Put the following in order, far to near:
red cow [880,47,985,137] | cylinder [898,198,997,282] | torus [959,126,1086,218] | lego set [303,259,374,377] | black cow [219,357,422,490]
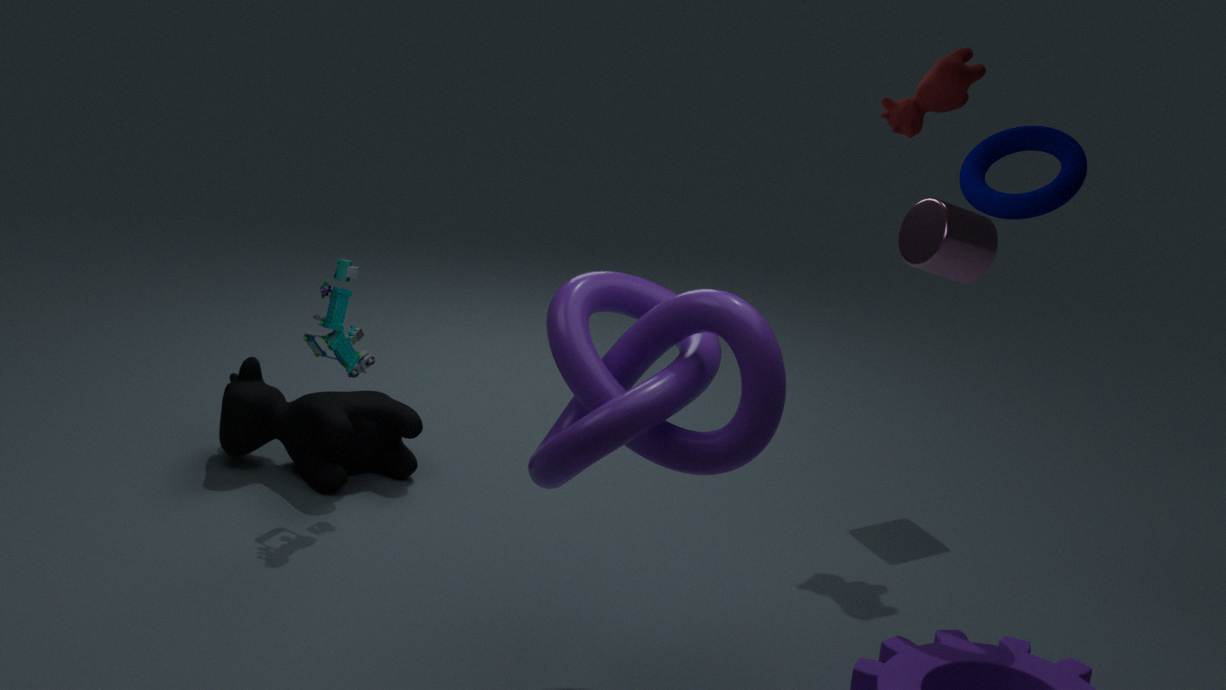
cylinder [898,198,997,282]
black cow [219,357,422,490]
red cow [880,47,985,137]
lego set [303,259,374,377]
torus [959,126,1086,218]
